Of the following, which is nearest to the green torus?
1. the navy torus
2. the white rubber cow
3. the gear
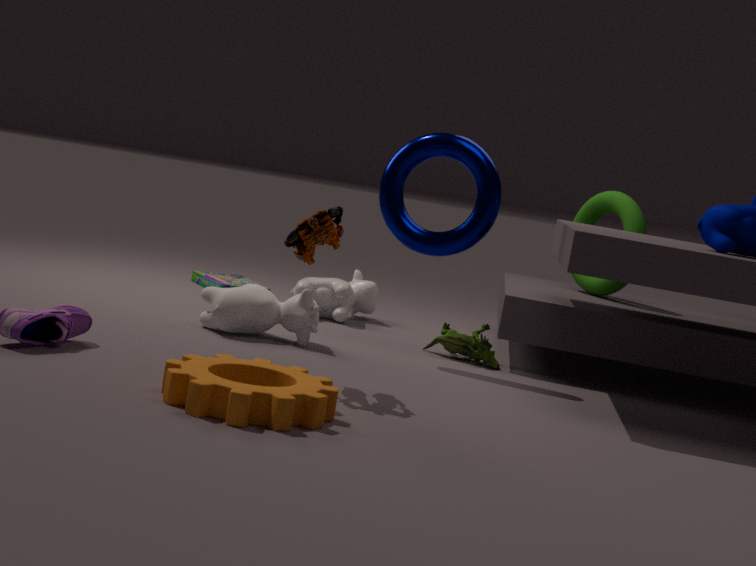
the navy torus
